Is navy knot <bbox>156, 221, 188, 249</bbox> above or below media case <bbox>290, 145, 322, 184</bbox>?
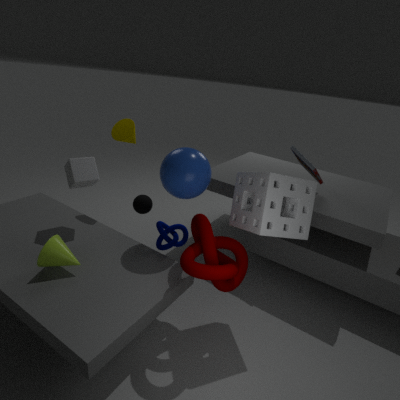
below
